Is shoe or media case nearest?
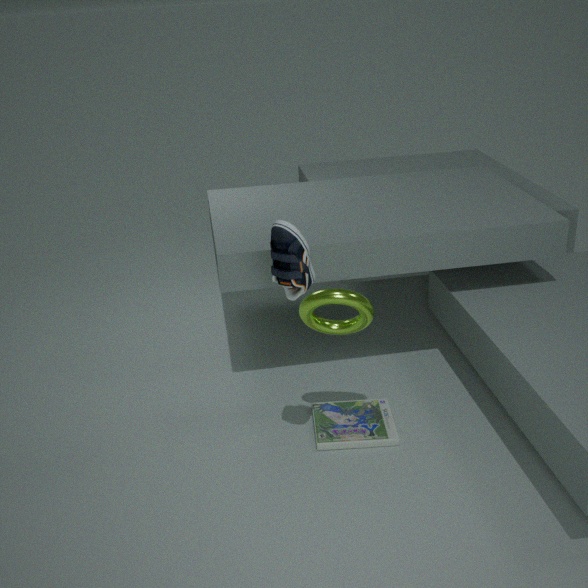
shoe
